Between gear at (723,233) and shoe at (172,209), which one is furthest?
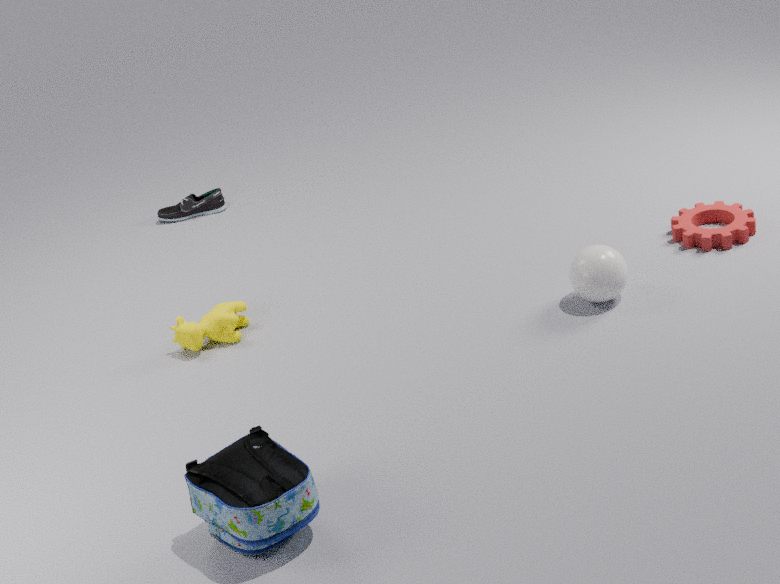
shoe at (172,209)
